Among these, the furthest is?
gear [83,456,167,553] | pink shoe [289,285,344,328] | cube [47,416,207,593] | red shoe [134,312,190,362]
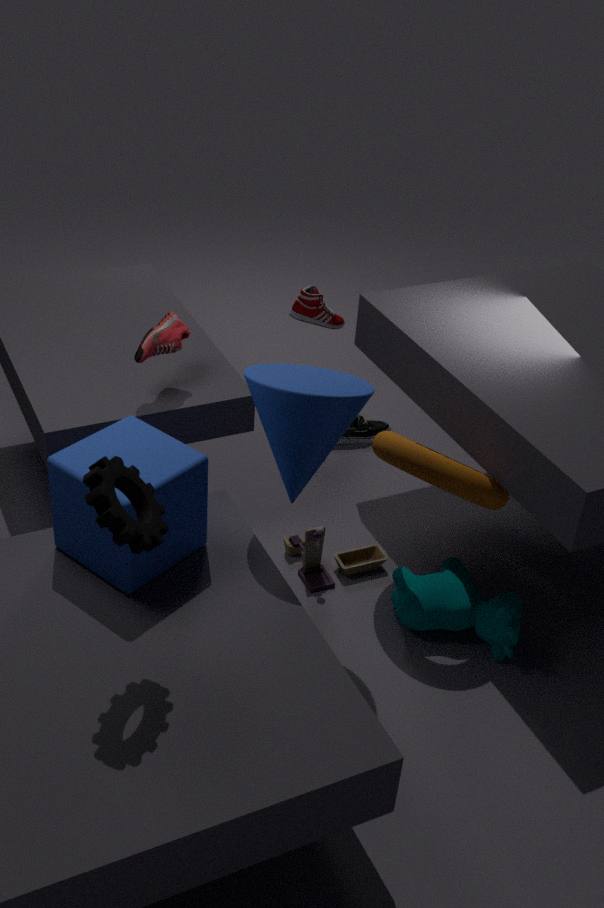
pink shoe [289,285,344,328]
